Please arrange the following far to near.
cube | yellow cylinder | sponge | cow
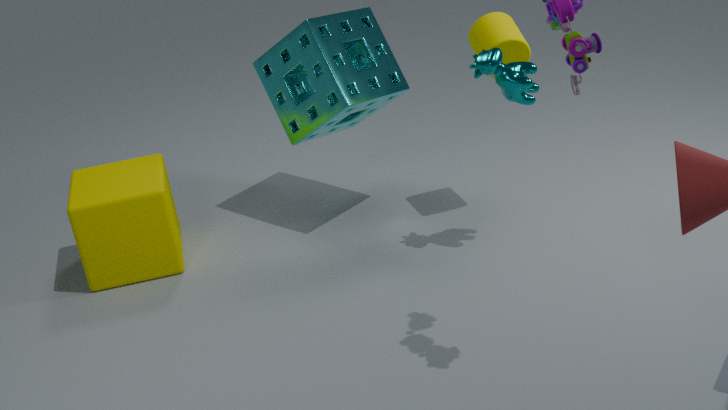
sponge, cube, yellow cylinder, cow
